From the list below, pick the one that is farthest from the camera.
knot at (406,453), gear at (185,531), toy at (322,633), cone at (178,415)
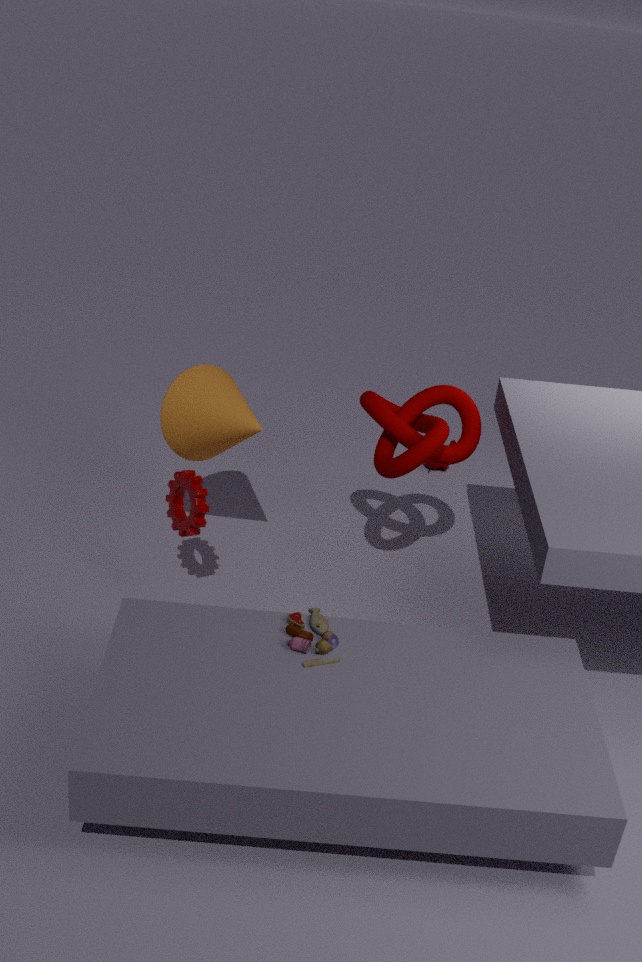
cone at (178,415)
